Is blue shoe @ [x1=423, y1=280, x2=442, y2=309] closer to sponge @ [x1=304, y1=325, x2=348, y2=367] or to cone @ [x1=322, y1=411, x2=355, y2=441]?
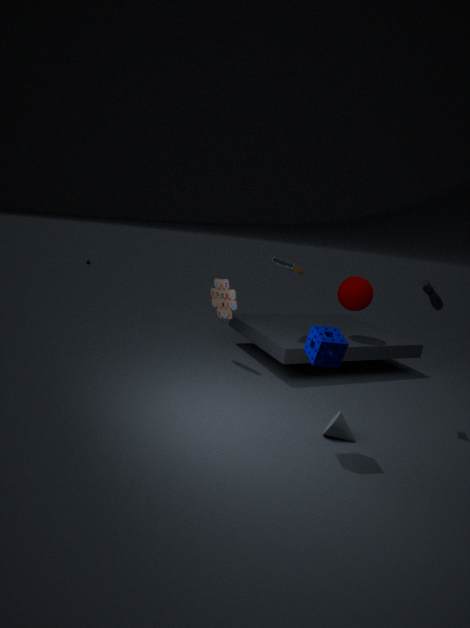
sponge @ [x1=304, y1=325, x2=348, y2=367]
